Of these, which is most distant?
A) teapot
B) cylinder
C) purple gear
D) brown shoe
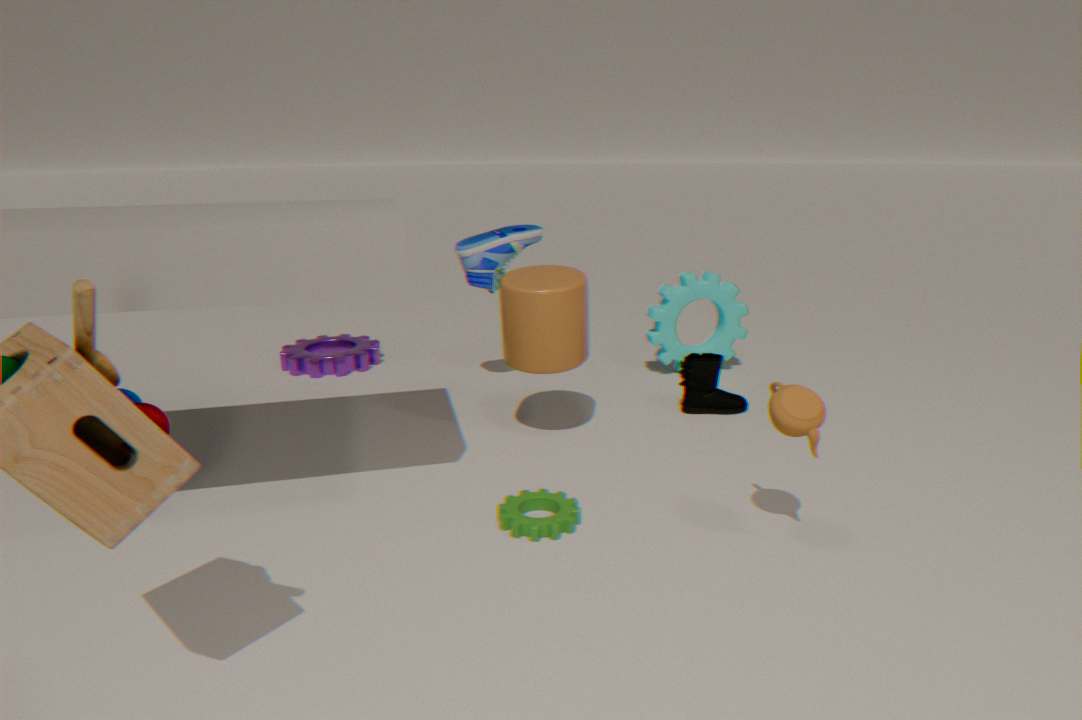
purple gear
